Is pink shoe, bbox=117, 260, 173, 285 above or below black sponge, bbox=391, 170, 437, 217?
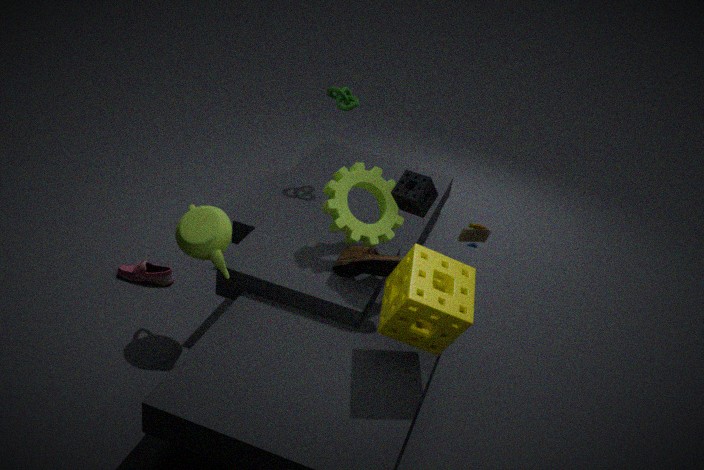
below
